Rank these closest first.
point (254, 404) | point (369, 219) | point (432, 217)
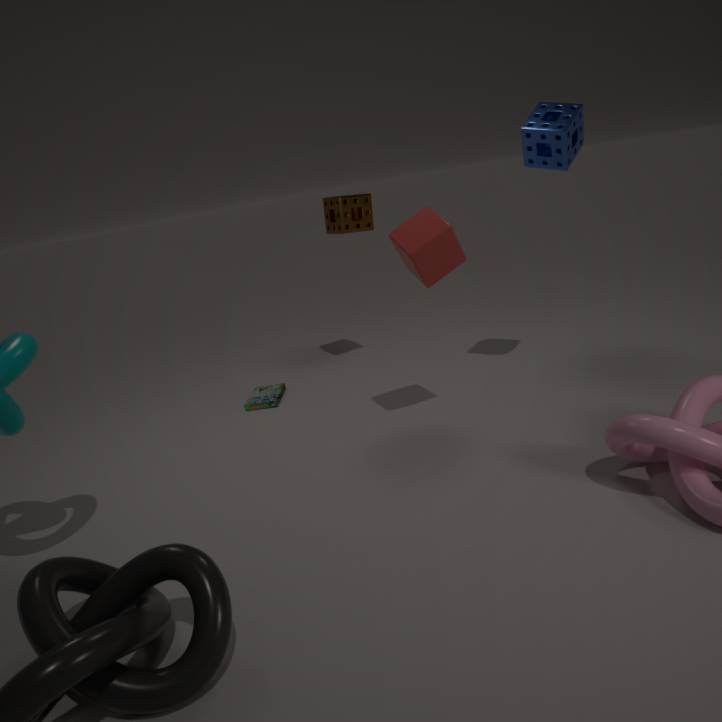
point (432, 217), point (254, 404), point (369, 219)
